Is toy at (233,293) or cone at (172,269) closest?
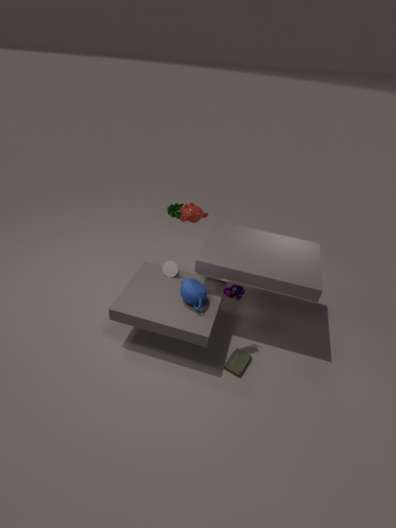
toy at (233,293)
